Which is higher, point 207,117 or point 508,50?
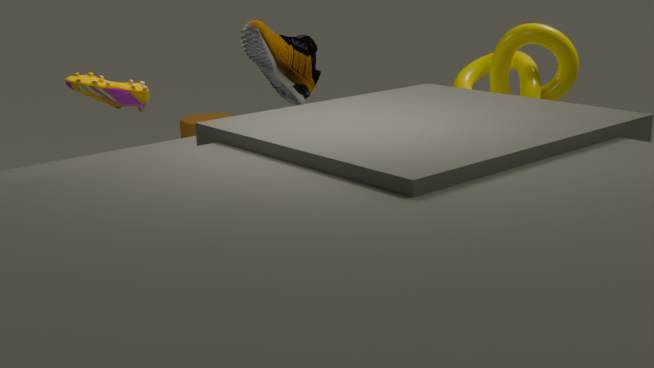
point 508,50
